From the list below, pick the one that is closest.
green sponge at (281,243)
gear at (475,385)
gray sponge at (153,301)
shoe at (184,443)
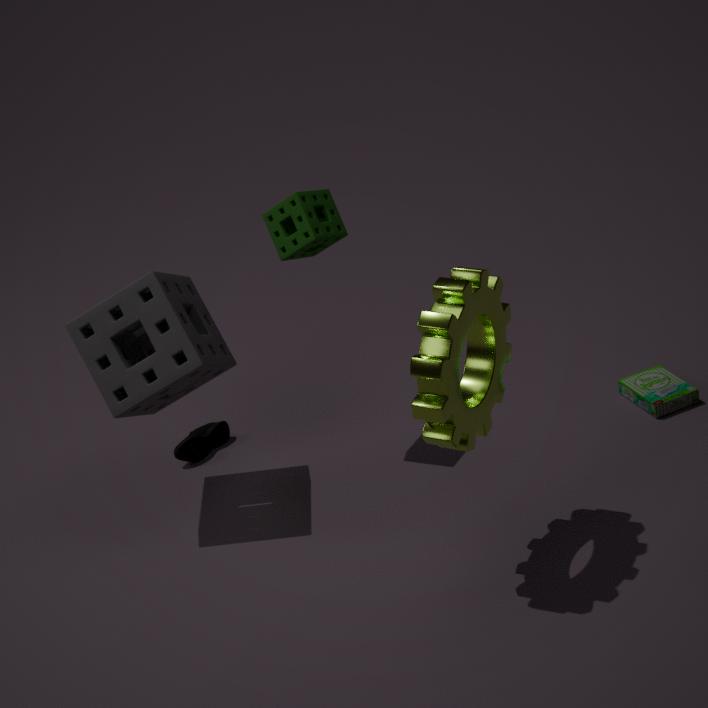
gear at (475,385)
